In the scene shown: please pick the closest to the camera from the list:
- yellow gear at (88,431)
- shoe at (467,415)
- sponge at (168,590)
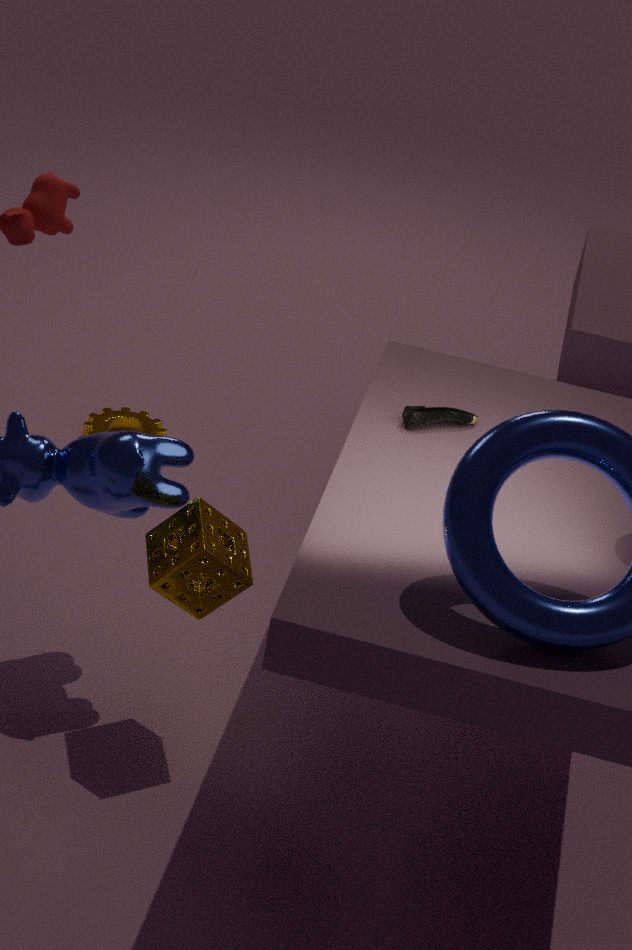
sponge at (168,590)
